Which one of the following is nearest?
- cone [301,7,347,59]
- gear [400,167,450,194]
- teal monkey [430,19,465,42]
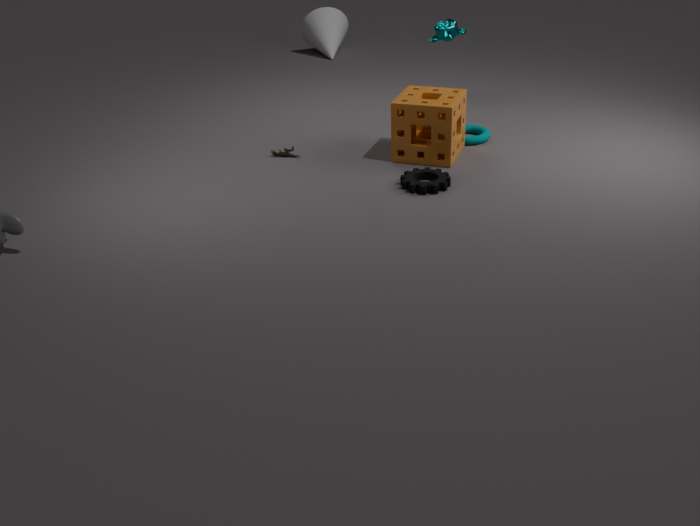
gear [400,167,450,194]
